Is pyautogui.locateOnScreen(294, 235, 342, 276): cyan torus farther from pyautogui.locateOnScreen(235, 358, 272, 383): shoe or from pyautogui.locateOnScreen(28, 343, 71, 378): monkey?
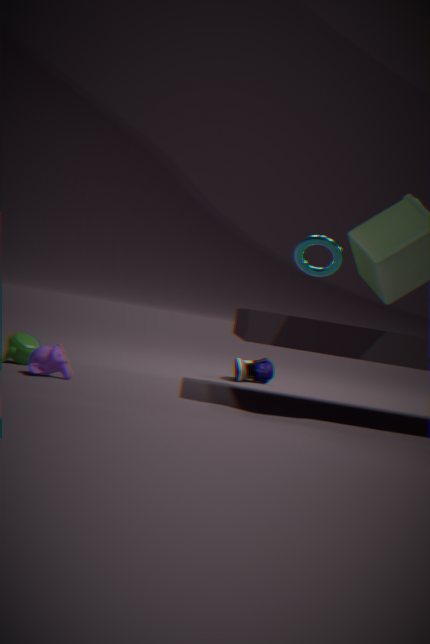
pyautogui.locateOnScreen(28, 343, 71, 378): monkey
